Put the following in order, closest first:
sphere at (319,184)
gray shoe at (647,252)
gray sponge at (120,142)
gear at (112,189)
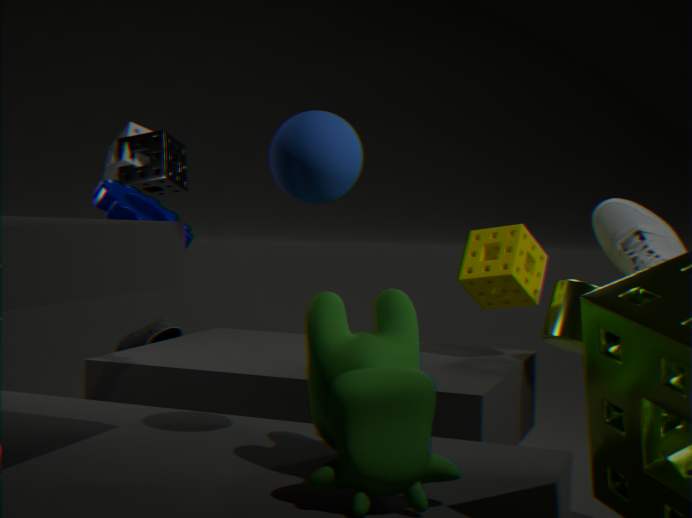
sphere at (319,184) < gear at (112,189) < gray shoe at (647,252) < gray sponge at (120,142)
